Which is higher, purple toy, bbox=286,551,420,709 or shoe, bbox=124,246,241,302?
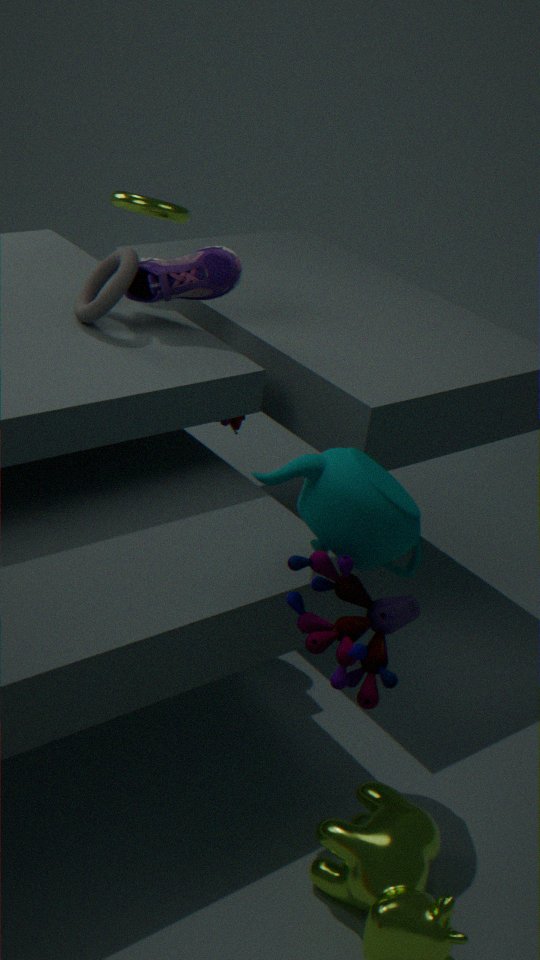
shoe, bbox=124,246,241,302
